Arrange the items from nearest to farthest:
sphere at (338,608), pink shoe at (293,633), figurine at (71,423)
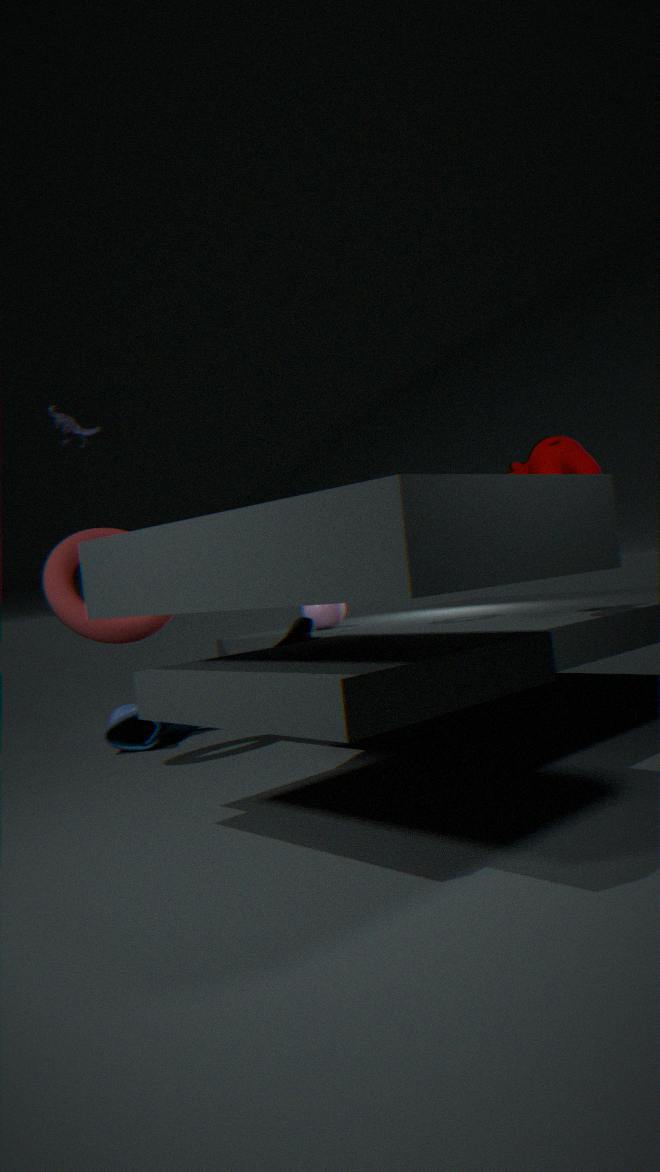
figurine at (71,423), pink shoe at (293,633), sphere at (338,608)
